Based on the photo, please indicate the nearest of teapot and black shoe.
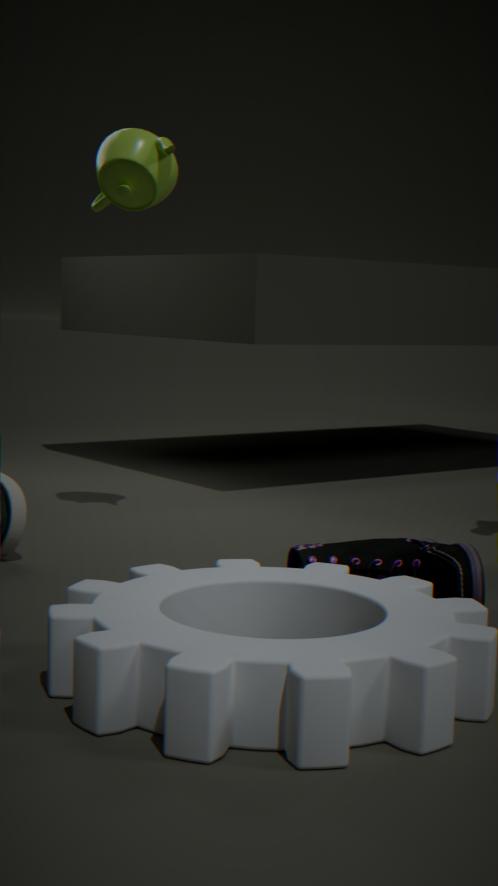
black shoe
